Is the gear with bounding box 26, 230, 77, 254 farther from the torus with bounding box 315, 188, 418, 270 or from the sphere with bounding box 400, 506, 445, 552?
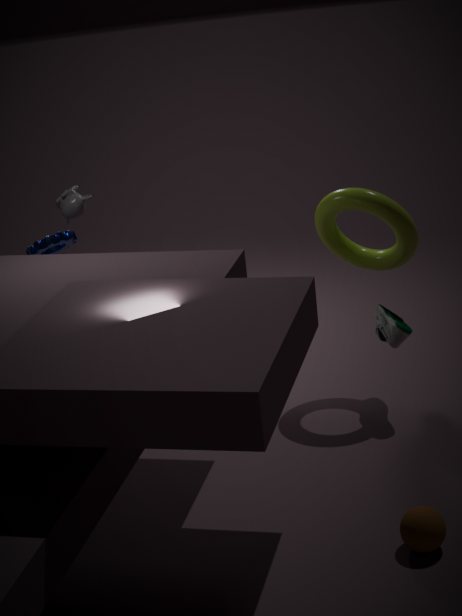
the sphere with bounding box 400, 506, 445, 552
